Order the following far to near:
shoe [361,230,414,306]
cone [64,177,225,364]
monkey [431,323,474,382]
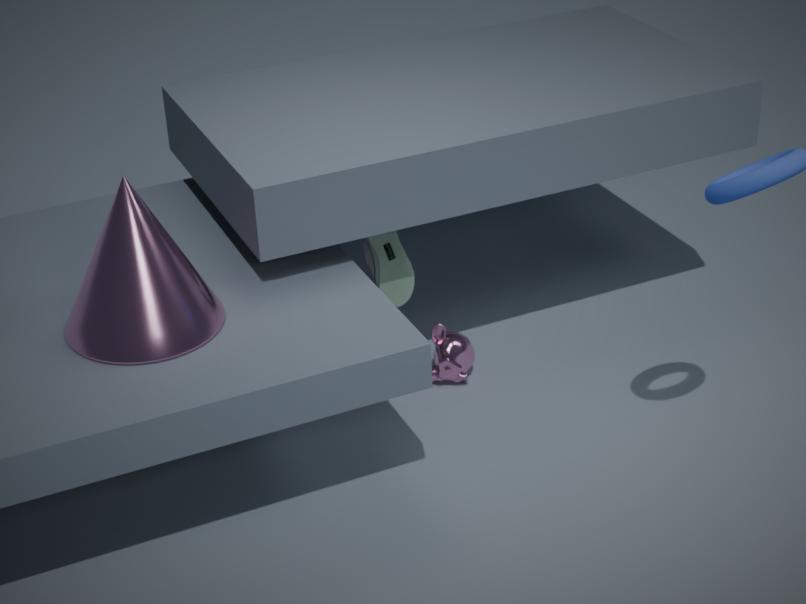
monkey [431,323,474,382]
shoe [361,230,414,306]
cone [64,177,225,364]
